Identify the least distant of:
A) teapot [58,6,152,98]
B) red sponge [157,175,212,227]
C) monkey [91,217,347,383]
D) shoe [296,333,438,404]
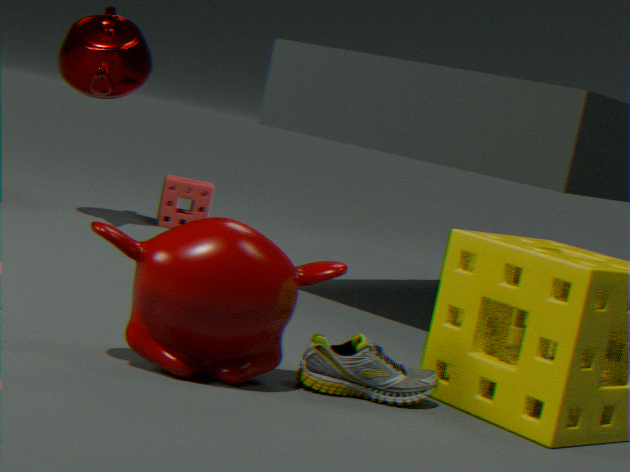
monkey [91,217,347,383]
